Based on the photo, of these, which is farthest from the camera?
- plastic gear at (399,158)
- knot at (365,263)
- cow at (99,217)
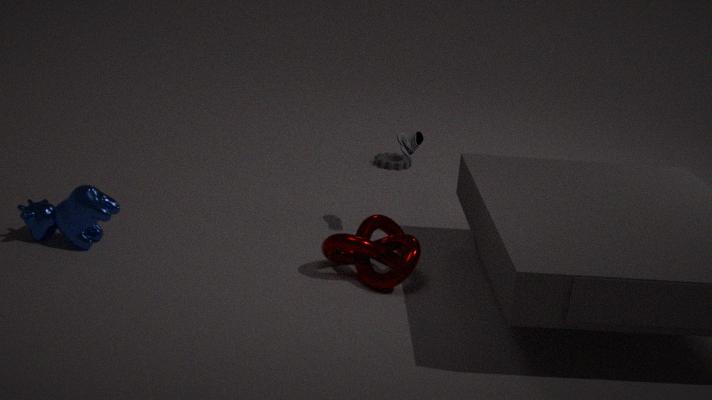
plastic gear at (399,158)
